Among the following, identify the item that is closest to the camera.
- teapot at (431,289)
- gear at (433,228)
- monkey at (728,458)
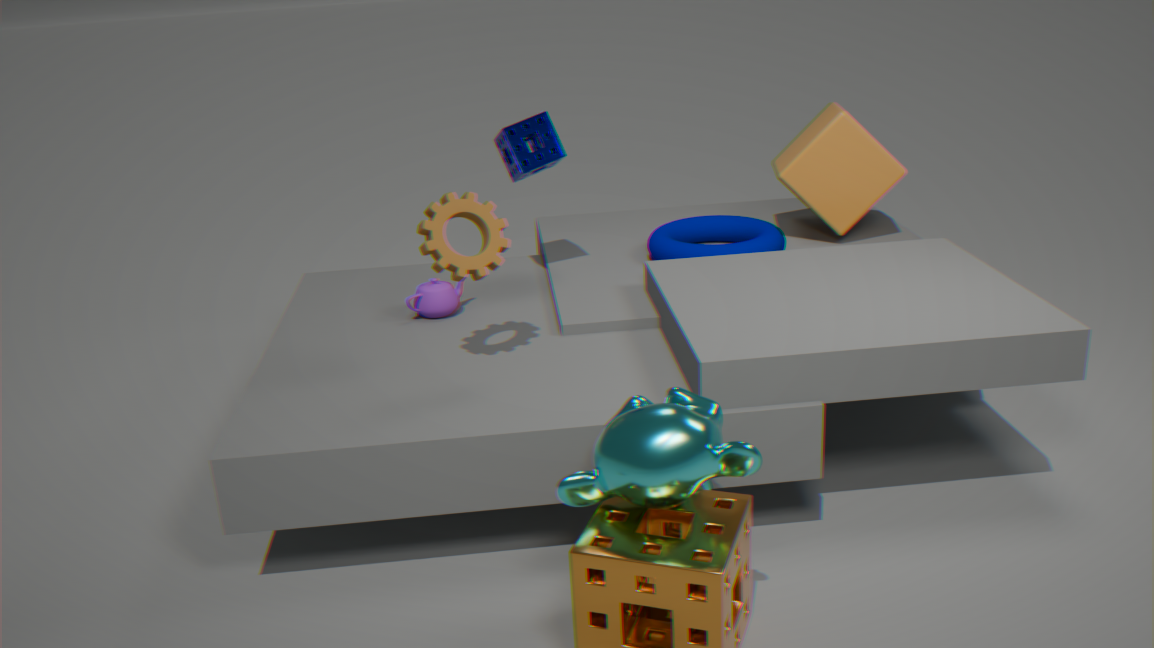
monkey at (728,458)
